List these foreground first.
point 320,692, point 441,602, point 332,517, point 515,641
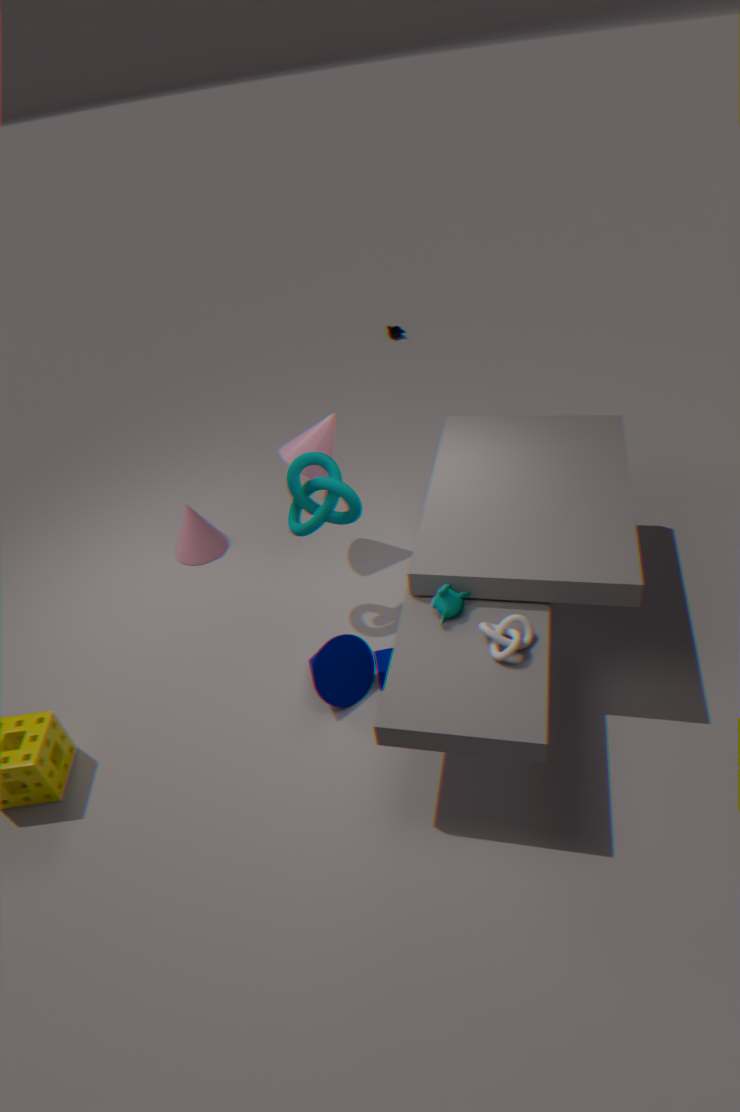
1. point 515,641
2. point 441,602
3. point 320,692
4. point 332,517
